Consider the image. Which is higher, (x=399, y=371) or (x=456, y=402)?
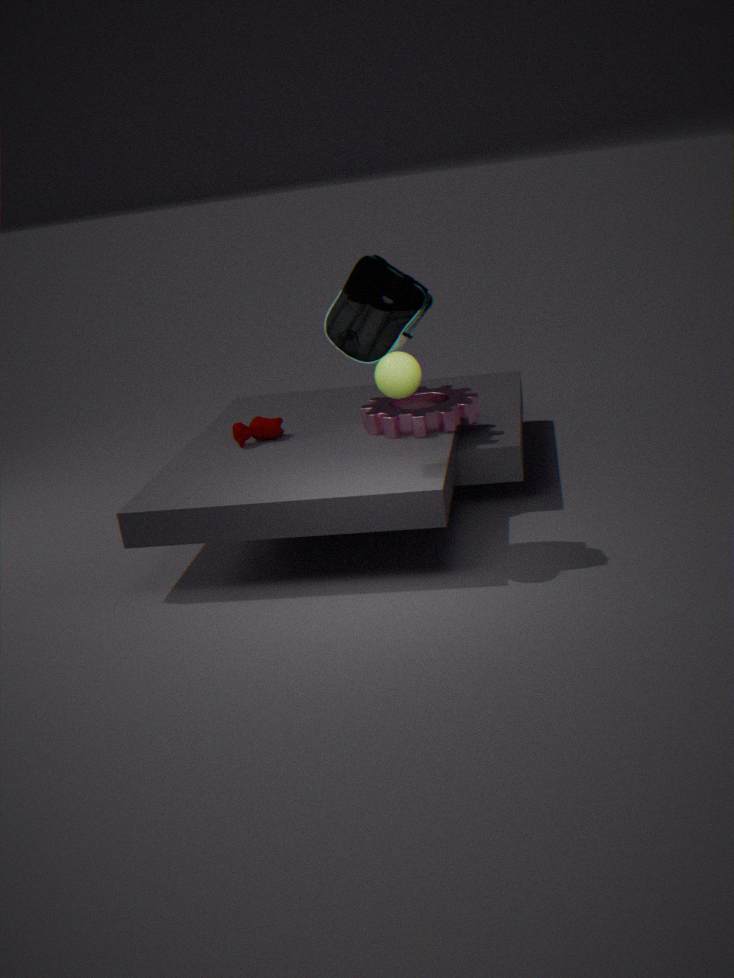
(x=399, y=371)
